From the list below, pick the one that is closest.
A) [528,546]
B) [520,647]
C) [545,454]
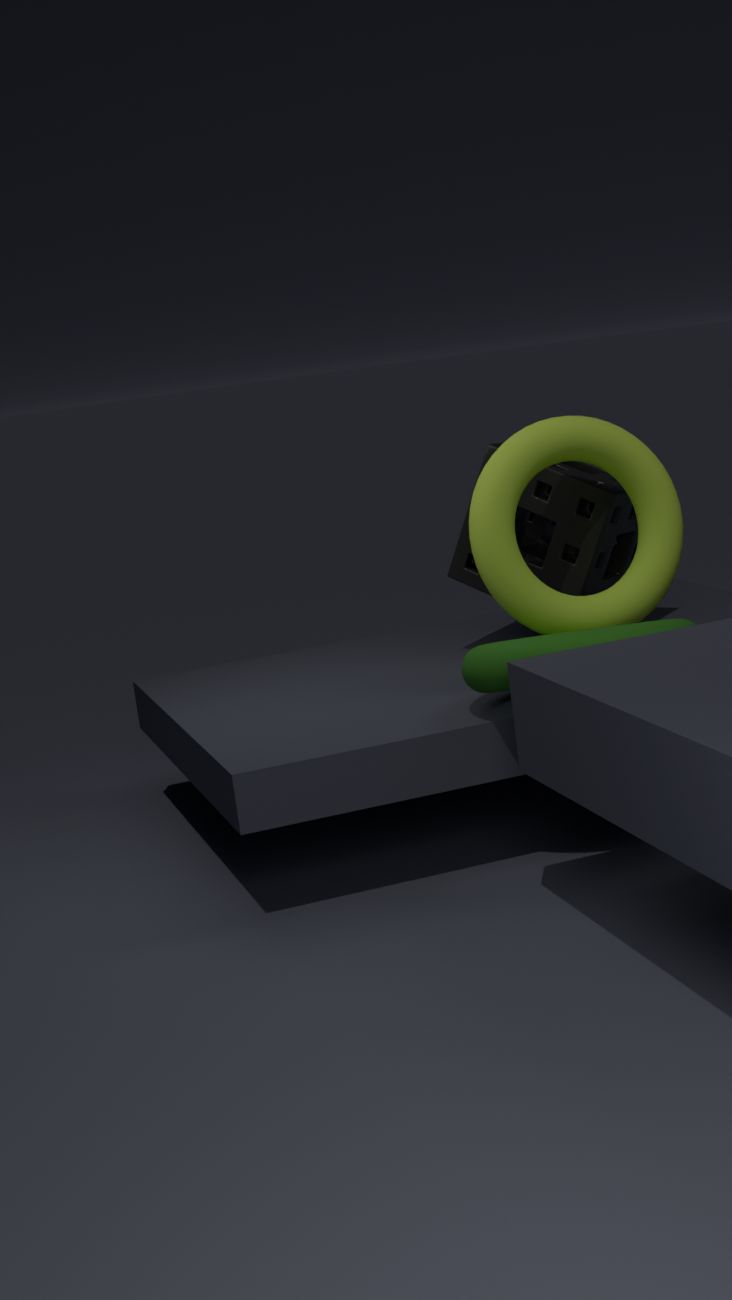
[520,647]
